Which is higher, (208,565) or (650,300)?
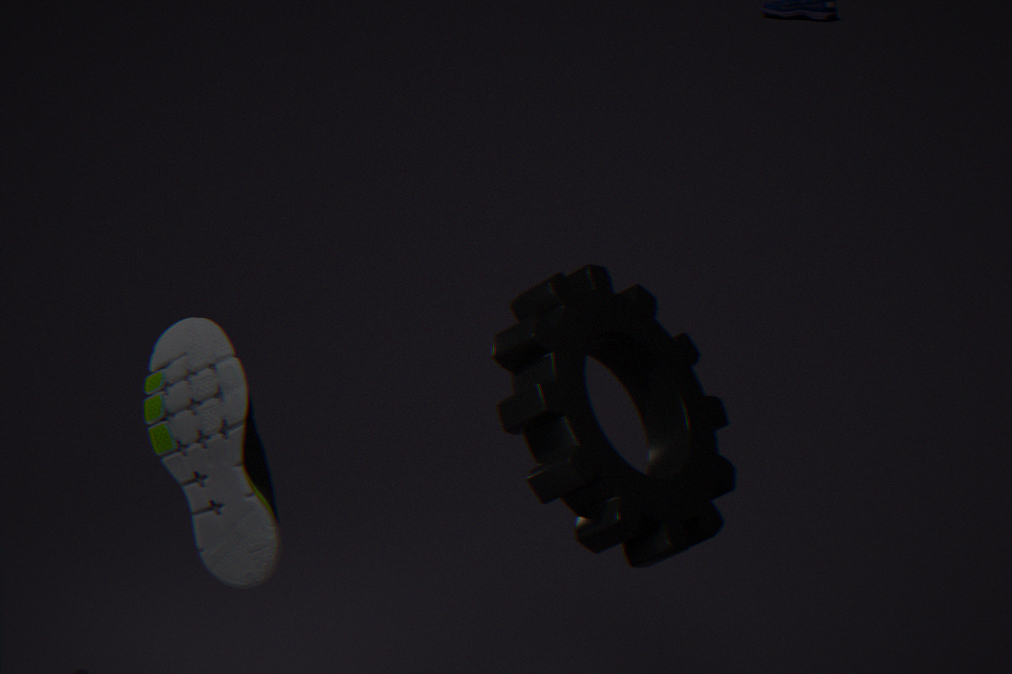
(650,300)
